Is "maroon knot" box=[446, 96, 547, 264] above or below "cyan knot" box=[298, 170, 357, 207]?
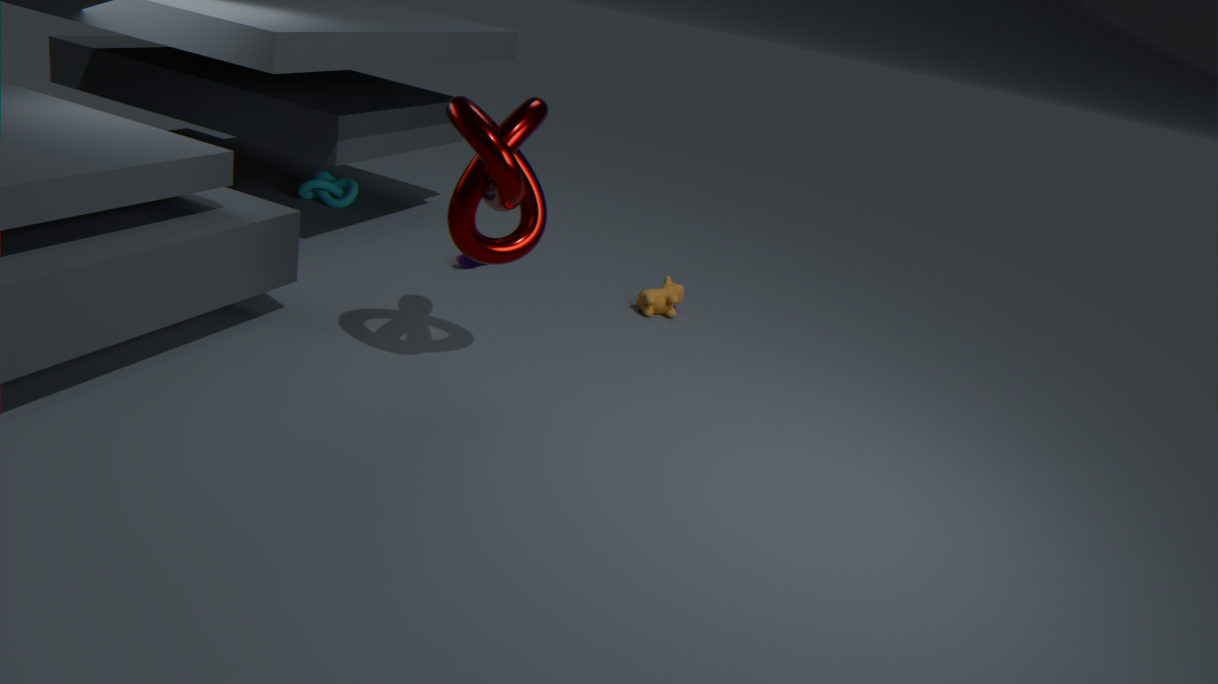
above
